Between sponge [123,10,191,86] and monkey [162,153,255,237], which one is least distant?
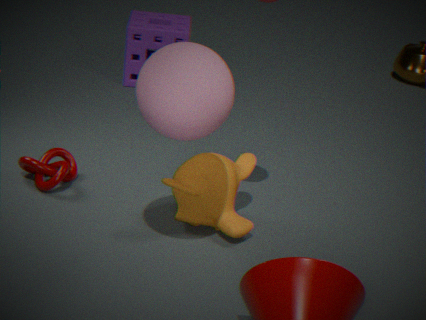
monkey [162,153,255,237]
